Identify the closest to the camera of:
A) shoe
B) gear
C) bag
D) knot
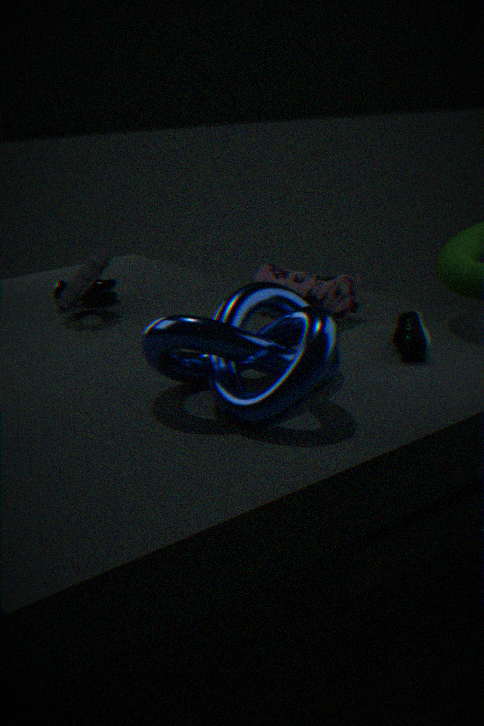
D. knot
